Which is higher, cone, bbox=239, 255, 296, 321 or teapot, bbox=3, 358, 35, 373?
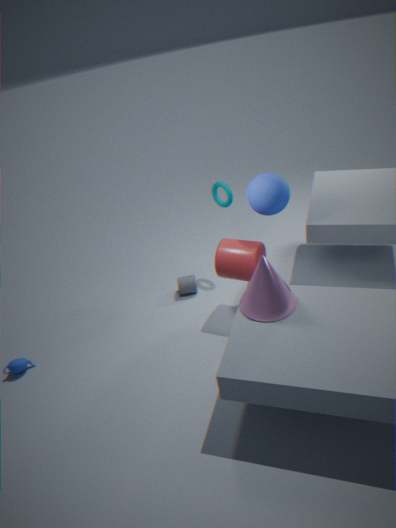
cone, bbox=239, 255, 296, 321
